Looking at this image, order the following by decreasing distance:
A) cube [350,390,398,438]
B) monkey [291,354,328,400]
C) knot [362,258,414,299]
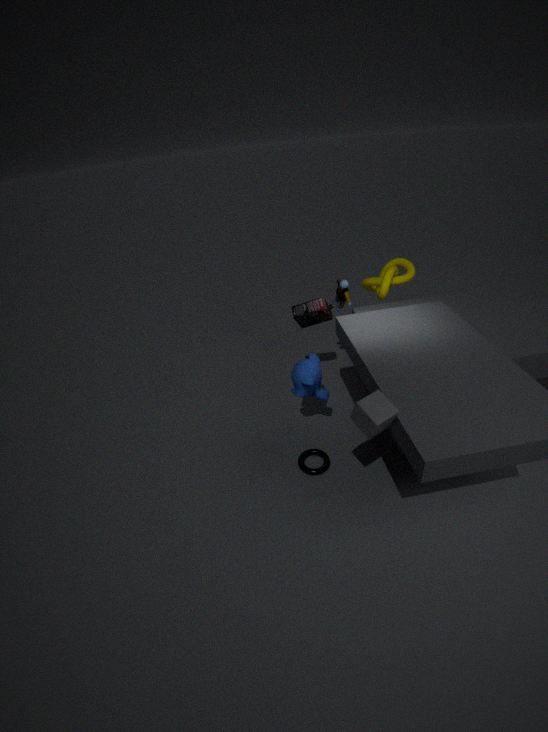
knot [362,258,414,299] < monkey [291,354,328,400] < cube [350,390,398,438]
